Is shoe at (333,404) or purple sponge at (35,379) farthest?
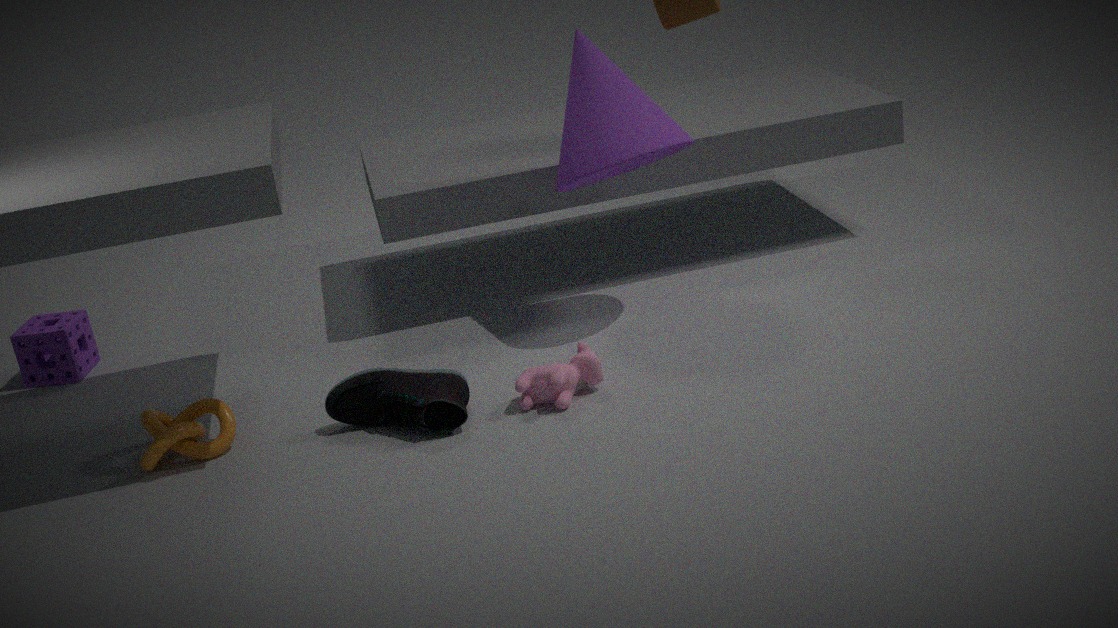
purple sponge at (35,379)
